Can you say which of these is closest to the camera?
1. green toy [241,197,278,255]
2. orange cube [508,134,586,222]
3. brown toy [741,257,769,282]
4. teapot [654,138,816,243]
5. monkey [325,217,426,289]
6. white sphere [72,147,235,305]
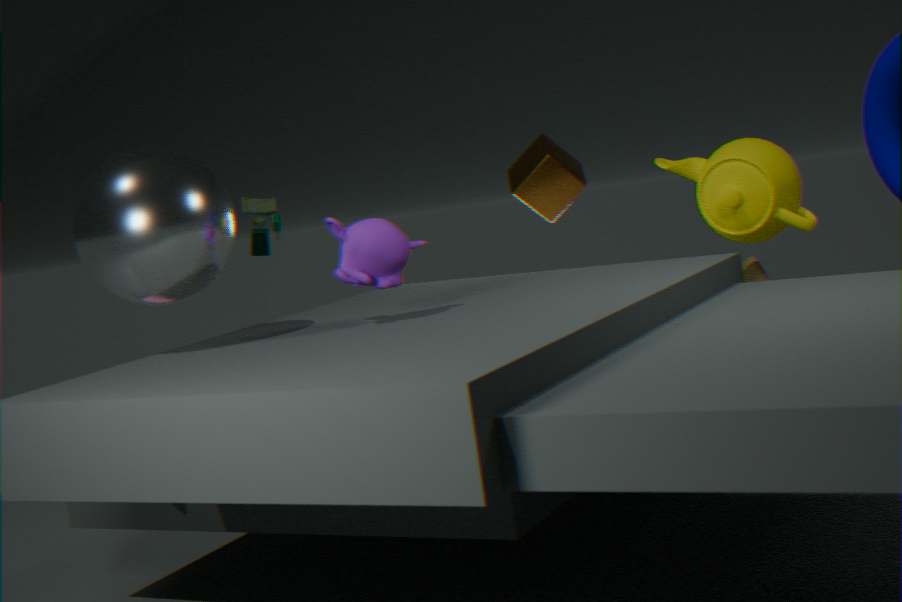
white sphere [72,147,235,305]
